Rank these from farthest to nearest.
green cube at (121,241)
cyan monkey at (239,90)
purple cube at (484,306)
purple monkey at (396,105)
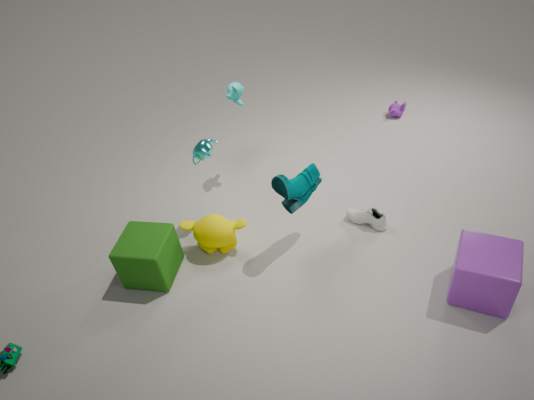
purple monkey at (396,105) < cyan monkey at (239,90) < green cube at (121,241) < purple cube at (484,306)
